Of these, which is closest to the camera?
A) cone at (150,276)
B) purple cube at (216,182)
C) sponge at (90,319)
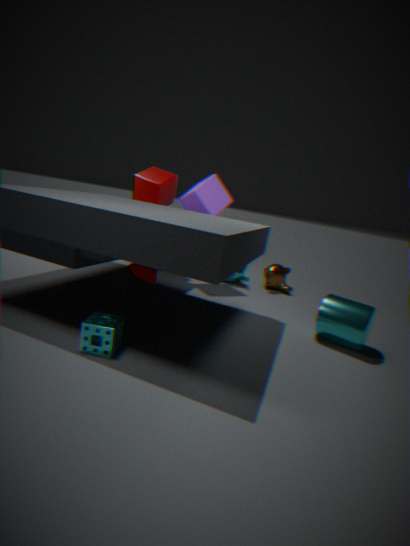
sponge at (90,319)
